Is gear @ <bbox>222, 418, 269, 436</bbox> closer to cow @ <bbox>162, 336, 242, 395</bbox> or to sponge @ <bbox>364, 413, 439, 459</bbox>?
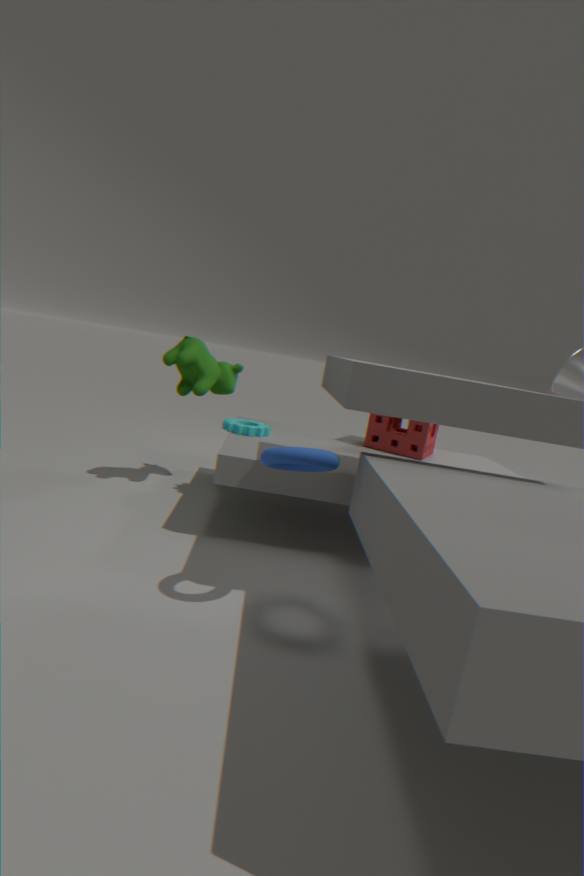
cow @ <bbox>162, 336, 242, 395</bbox>
